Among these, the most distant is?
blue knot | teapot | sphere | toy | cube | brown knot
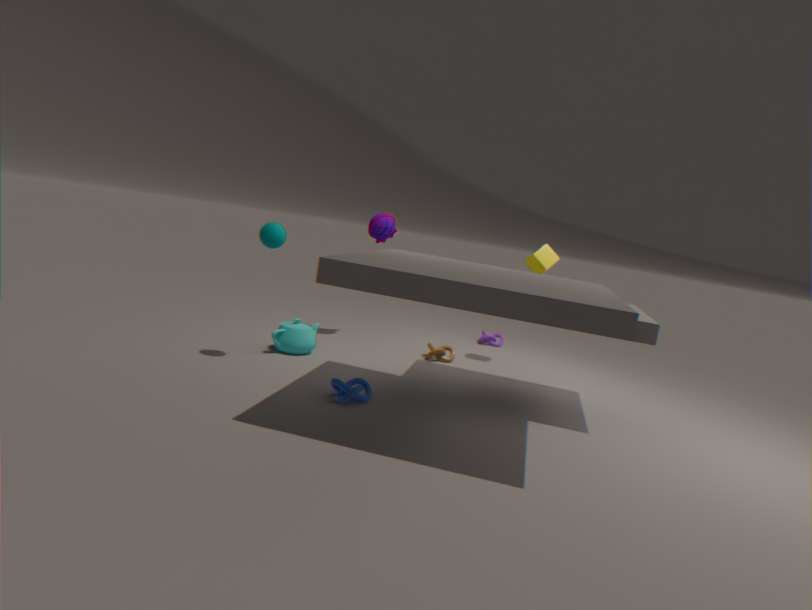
toy
